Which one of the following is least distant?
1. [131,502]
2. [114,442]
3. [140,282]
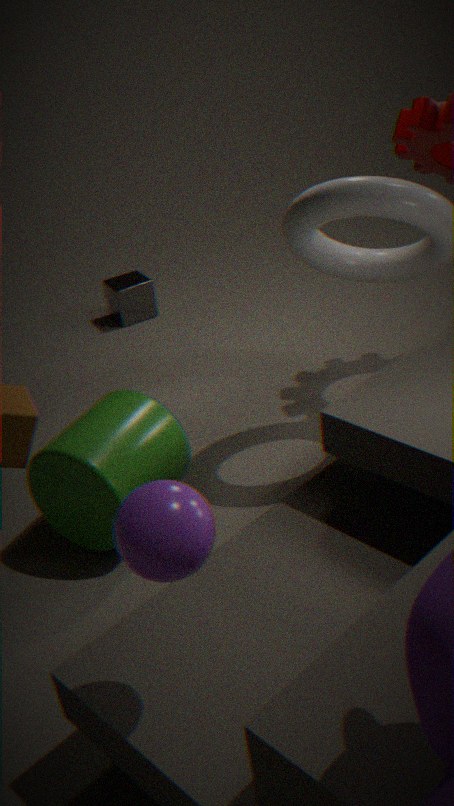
[131,502]
